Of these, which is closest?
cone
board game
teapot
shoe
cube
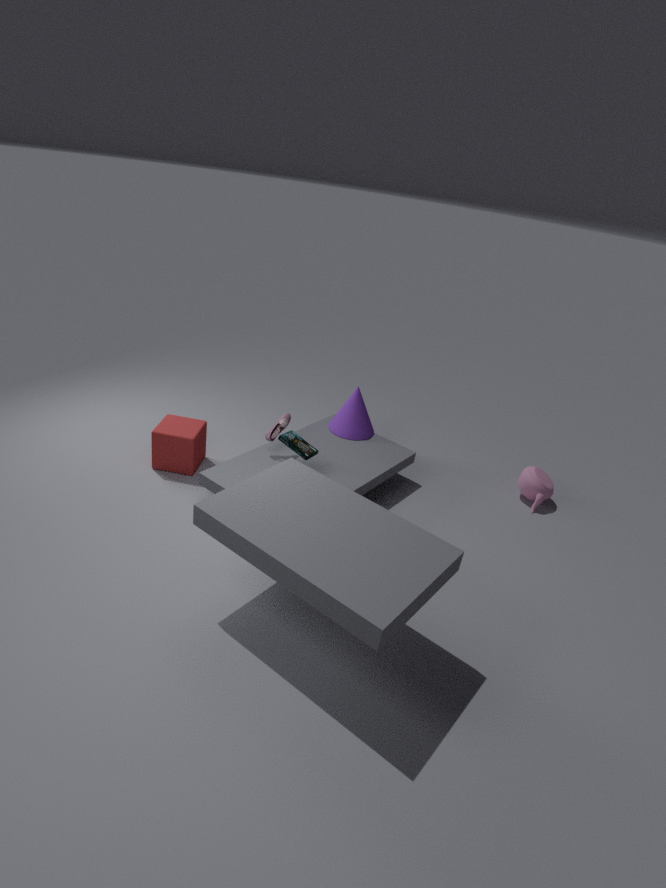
board game
